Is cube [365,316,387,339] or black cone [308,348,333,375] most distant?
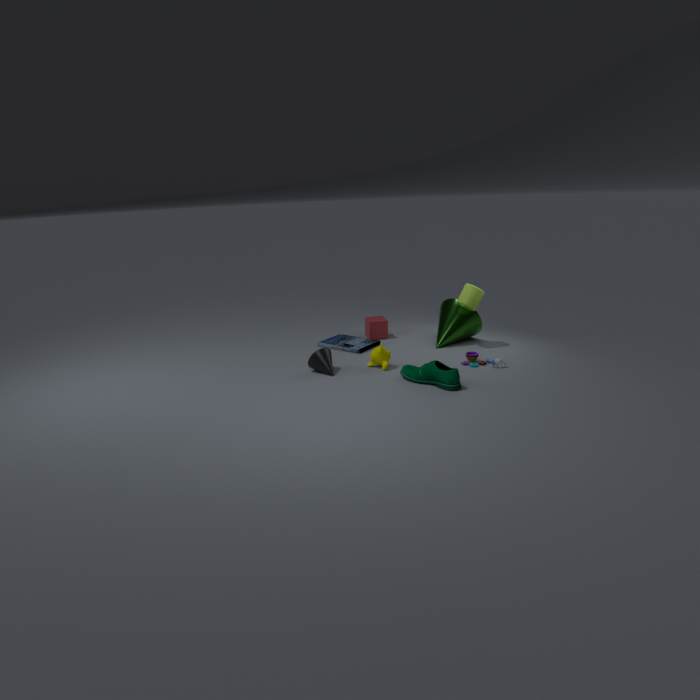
cube [365,316,387,339]
